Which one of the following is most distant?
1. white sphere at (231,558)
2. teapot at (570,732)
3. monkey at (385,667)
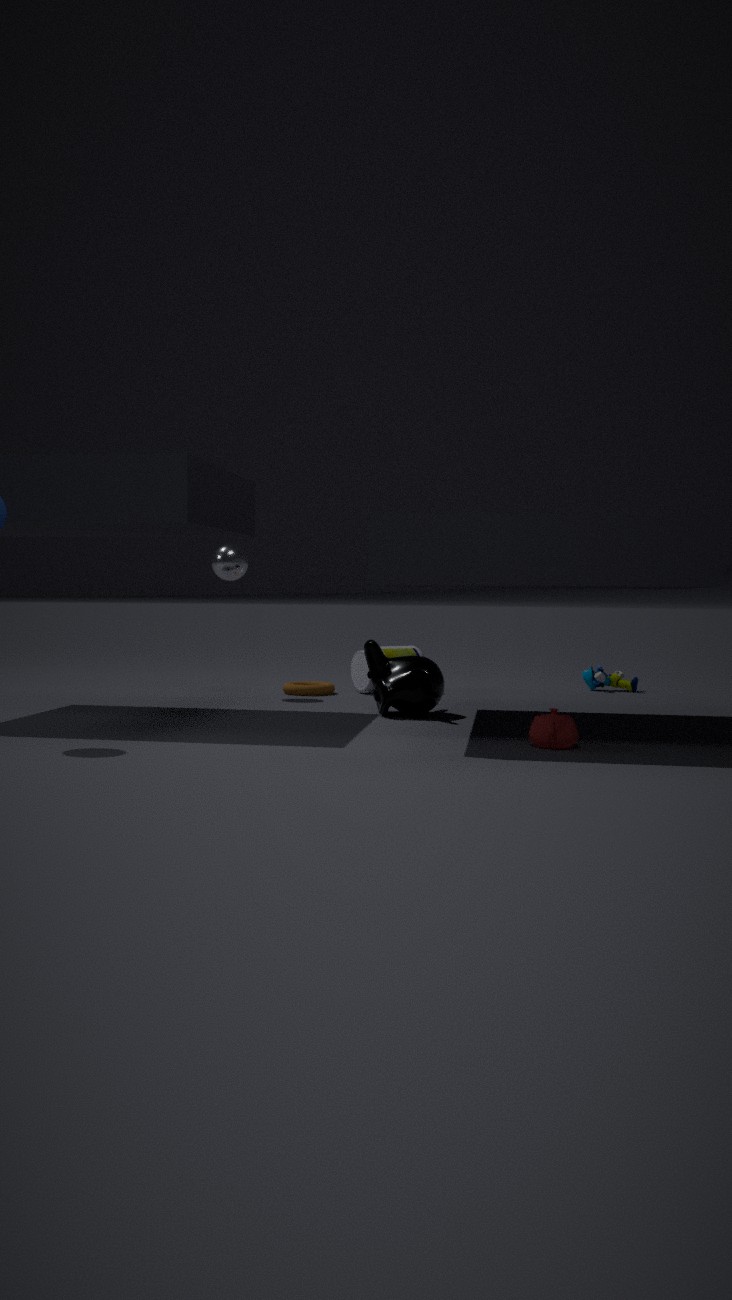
white sphere at (231,558)
